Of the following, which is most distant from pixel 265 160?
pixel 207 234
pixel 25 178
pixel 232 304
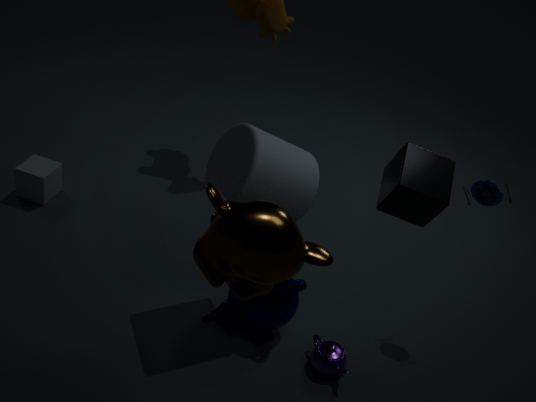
pixel 25 178
